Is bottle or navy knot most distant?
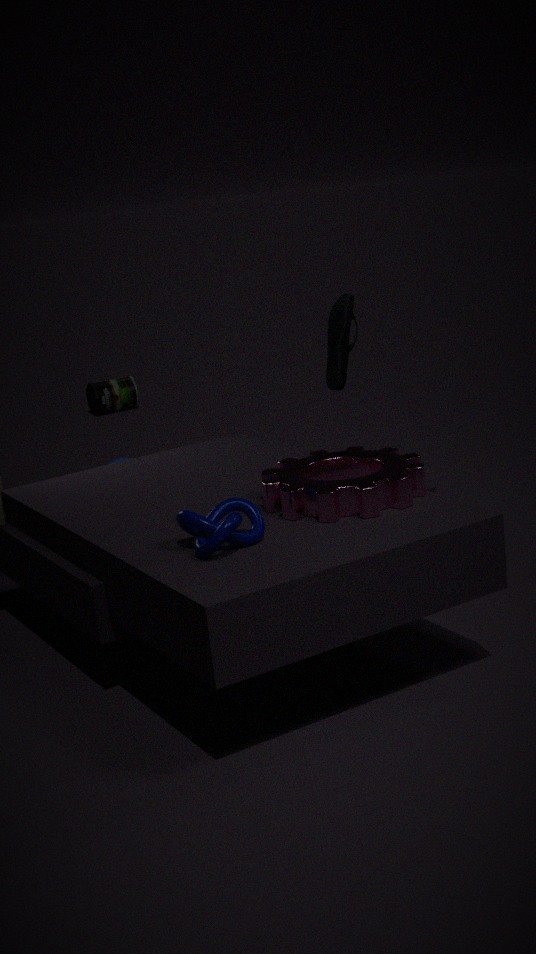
bottle
